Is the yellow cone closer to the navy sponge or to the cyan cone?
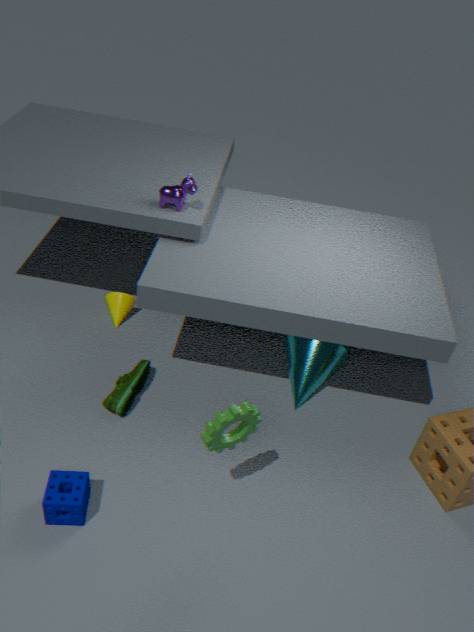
the cyan cone
